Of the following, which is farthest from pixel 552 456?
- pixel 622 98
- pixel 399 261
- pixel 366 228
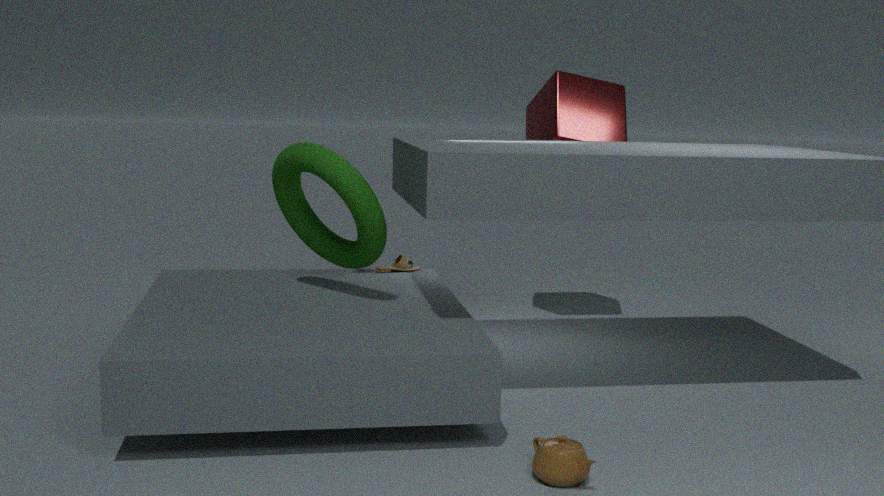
pixel 622 98
